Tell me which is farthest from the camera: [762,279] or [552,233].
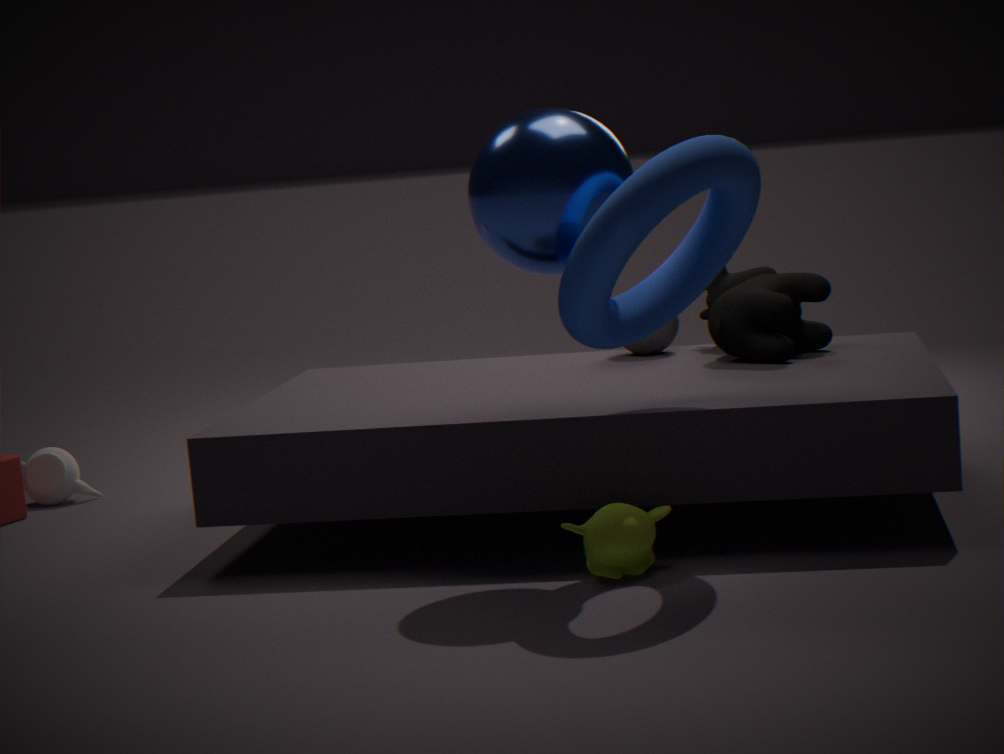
[762,279]
